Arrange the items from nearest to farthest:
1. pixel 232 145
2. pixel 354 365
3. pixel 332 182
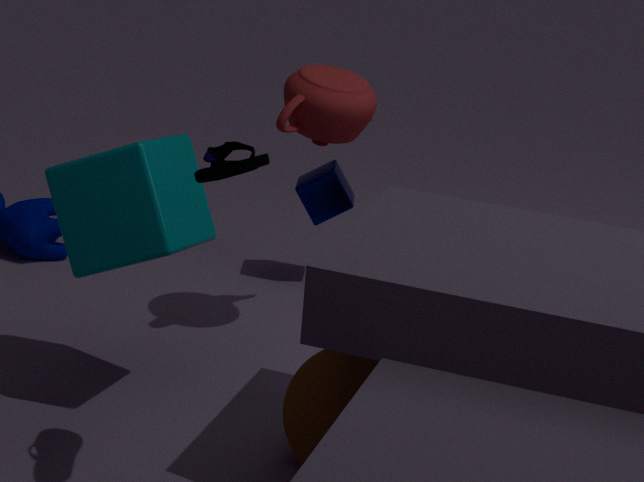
pixel 232 145, pixel 354 365, pixel 332 182
